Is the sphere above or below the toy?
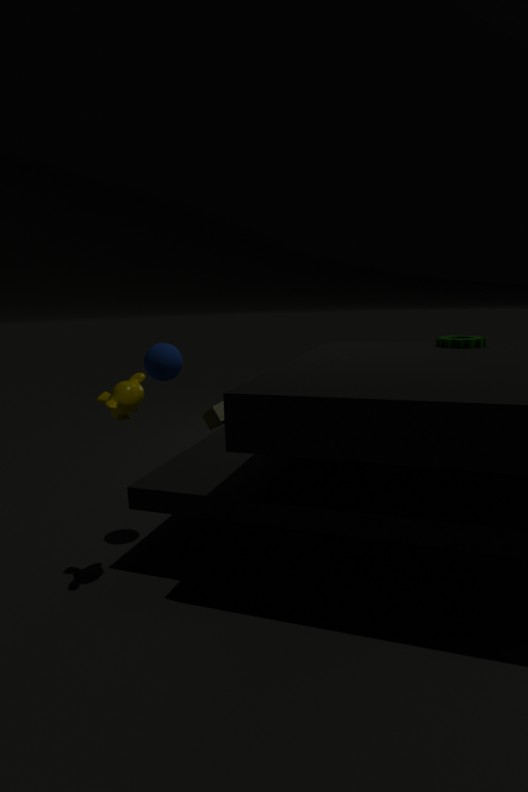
above
